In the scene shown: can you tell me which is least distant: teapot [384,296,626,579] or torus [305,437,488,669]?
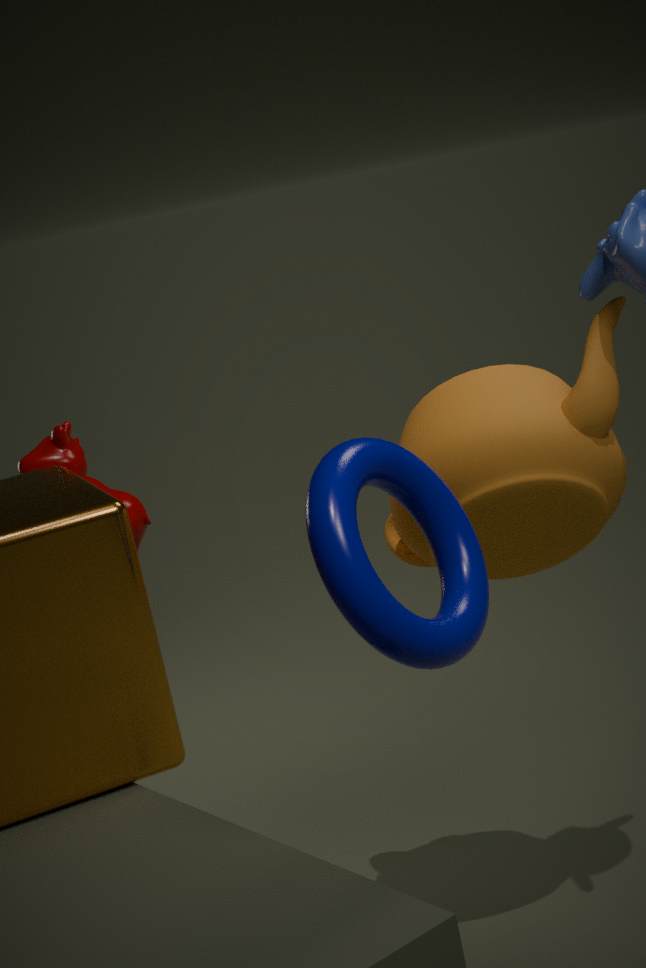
torus [305,437,488,669]
